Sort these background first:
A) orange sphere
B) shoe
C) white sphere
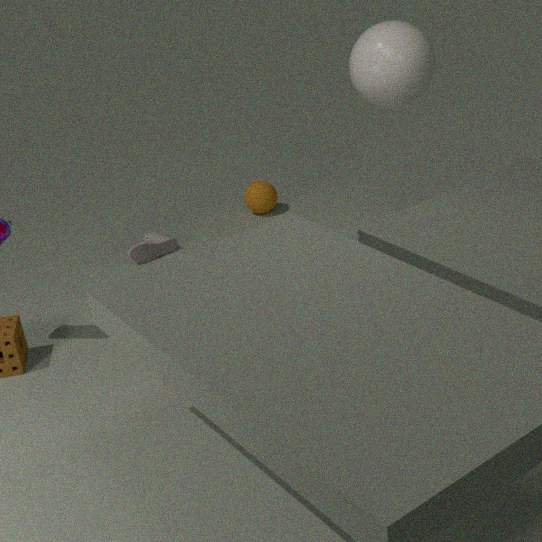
orange sphere → shoe → white sphere
